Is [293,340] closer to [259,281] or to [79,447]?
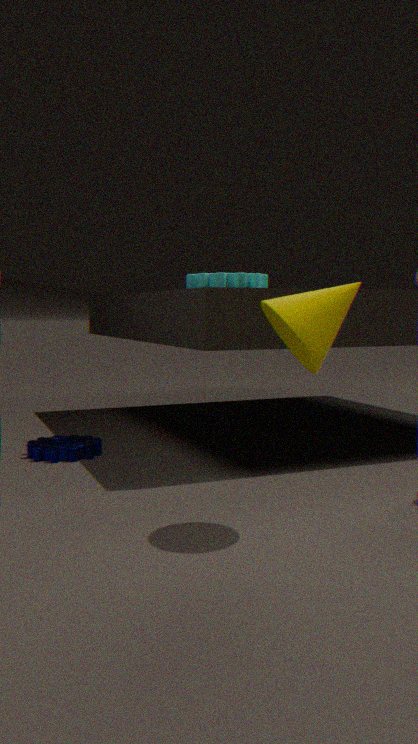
[259,281]
